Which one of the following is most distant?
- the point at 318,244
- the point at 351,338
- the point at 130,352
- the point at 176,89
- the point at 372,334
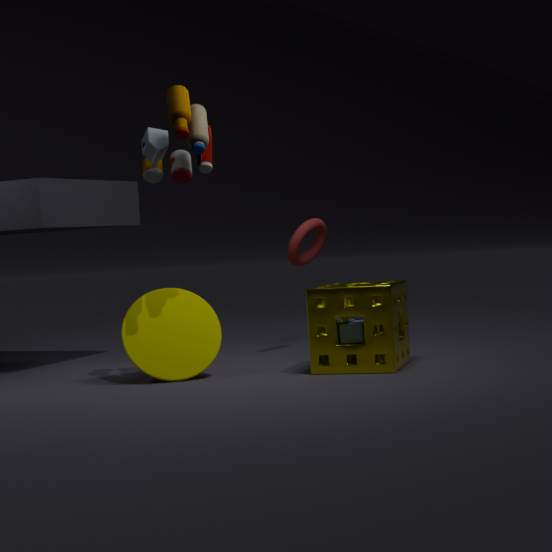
the point at 318,244
